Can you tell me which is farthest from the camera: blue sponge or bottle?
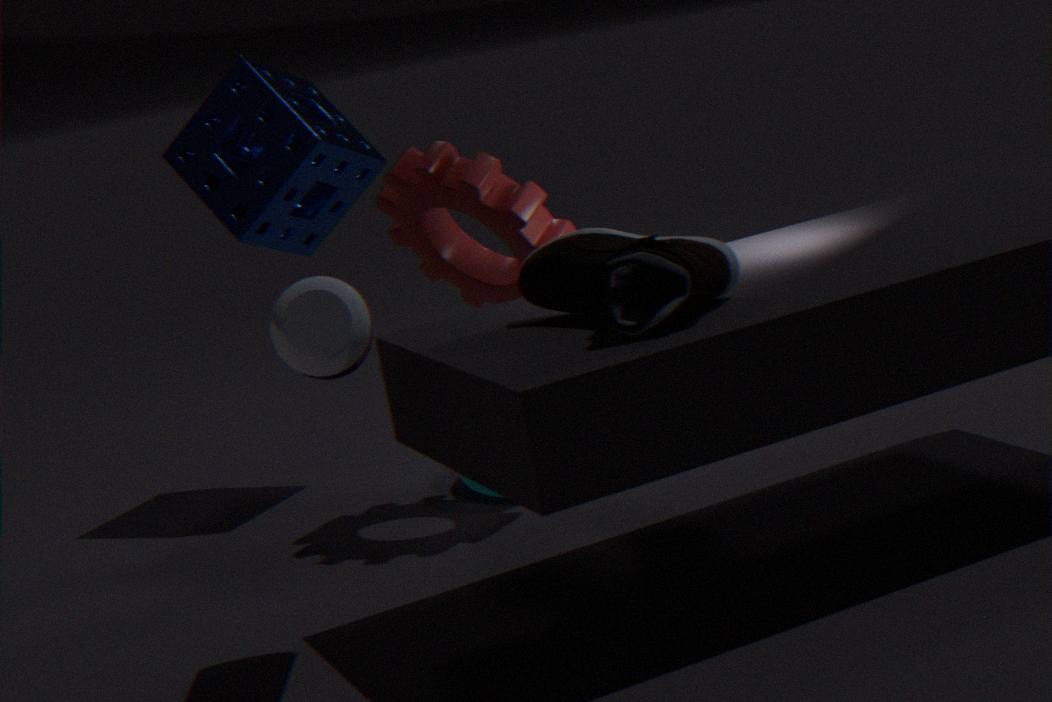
blue sponge
